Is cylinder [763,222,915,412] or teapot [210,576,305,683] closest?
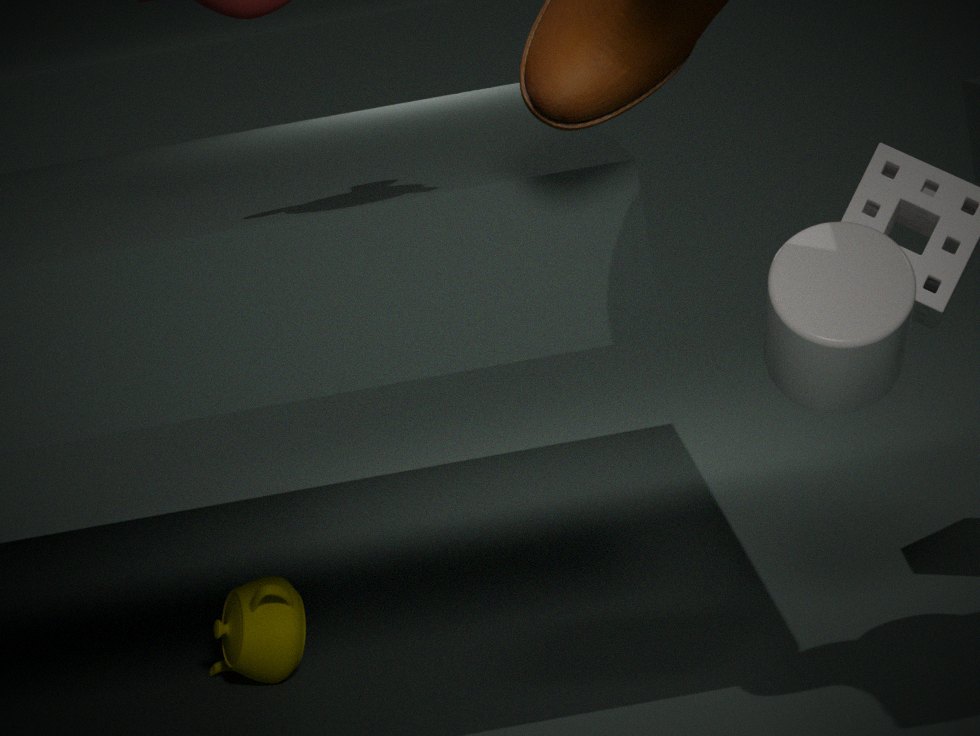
cylinder [763,222,915,412]
